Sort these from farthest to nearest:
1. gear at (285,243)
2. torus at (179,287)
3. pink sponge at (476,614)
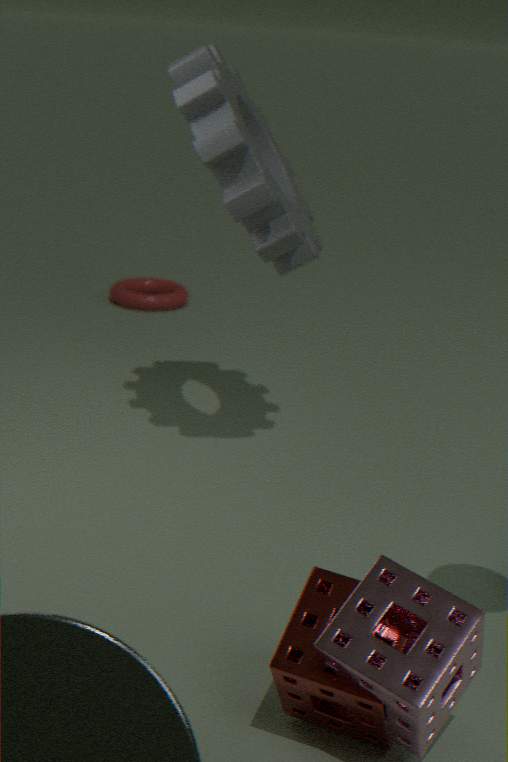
torus at (179,287)
gear at (285,243)
pink sponge at (476,614)
